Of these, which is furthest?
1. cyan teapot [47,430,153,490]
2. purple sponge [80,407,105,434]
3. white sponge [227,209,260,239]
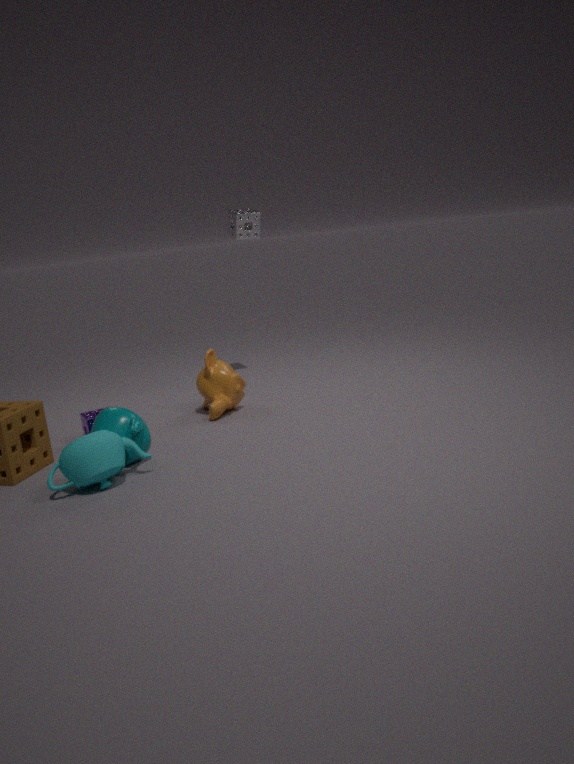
white sponge [227,209,260,239]
